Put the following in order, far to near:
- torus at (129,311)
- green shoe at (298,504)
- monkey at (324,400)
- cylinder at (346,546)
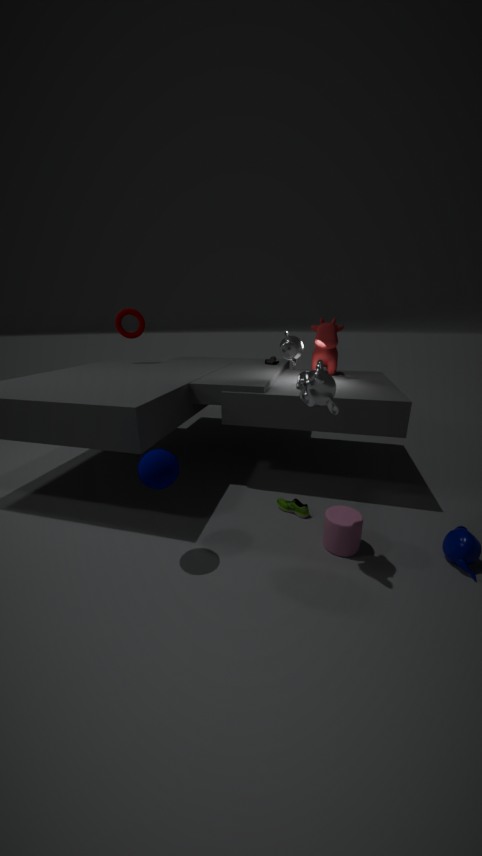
torus at (129,311) < green shoe at (298,504) < cylinder at (346,546) < monkey at (324,400)
